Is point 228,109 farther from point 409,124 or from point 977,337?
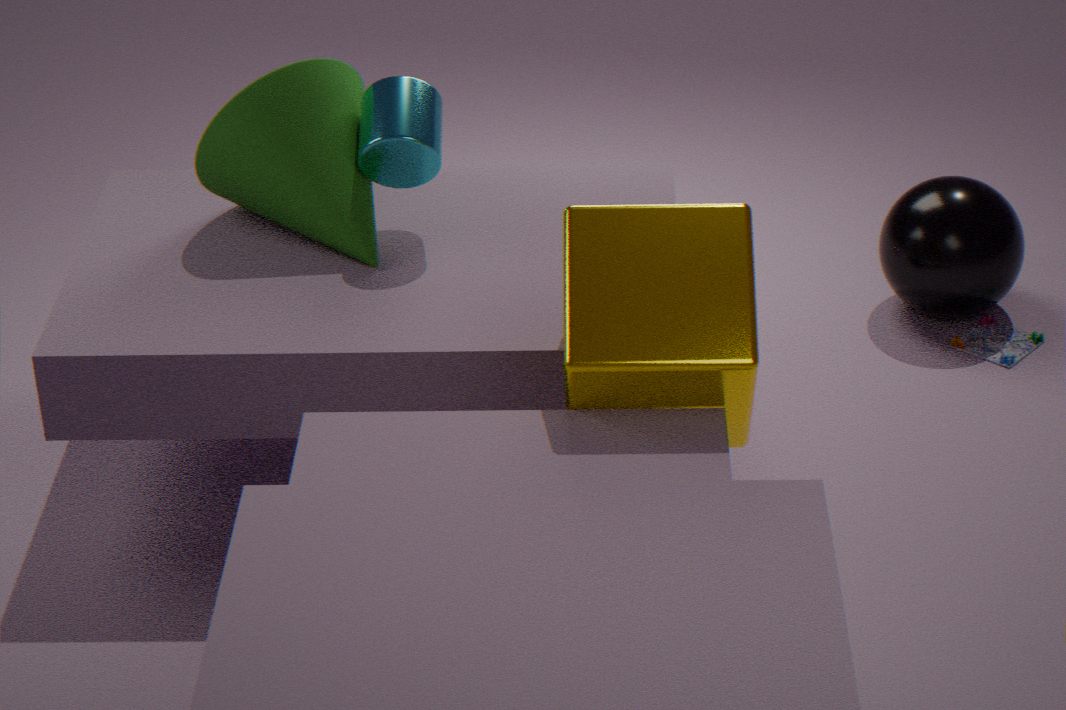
point 977,337
